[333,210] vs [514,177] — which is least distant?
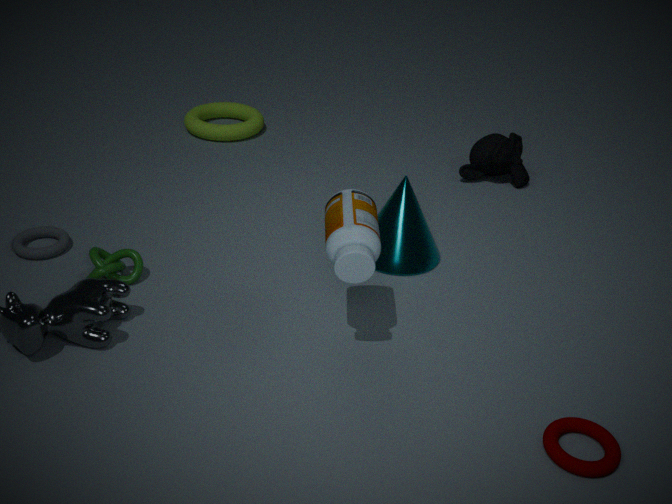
[333,210]
